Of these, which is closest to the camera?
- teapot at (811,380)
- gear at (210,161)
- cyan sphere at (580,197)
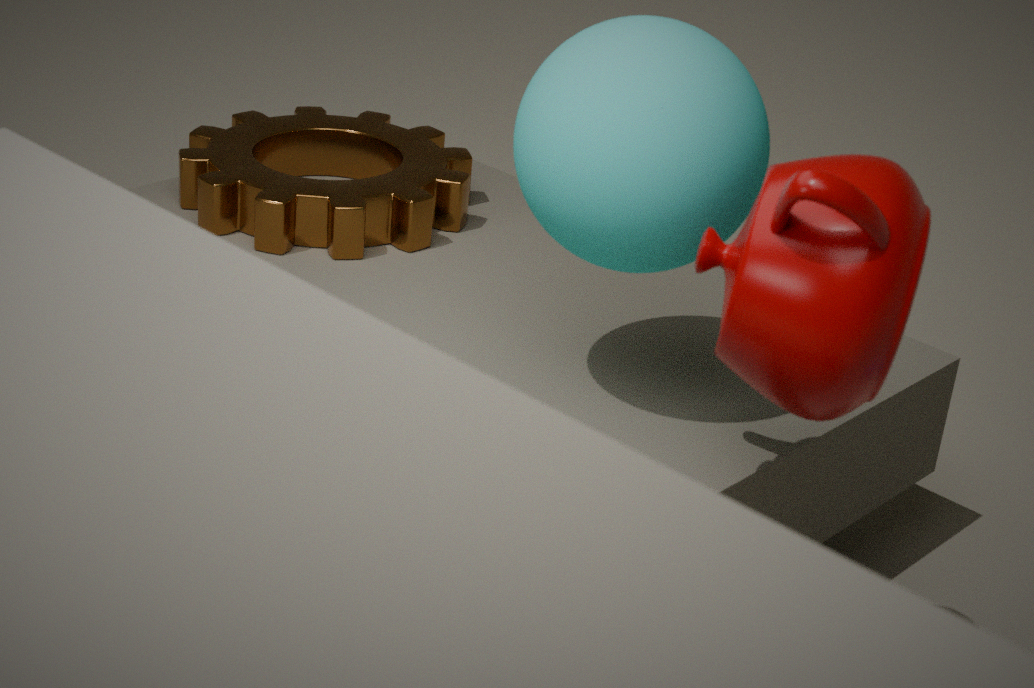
teapot at (811,380)
